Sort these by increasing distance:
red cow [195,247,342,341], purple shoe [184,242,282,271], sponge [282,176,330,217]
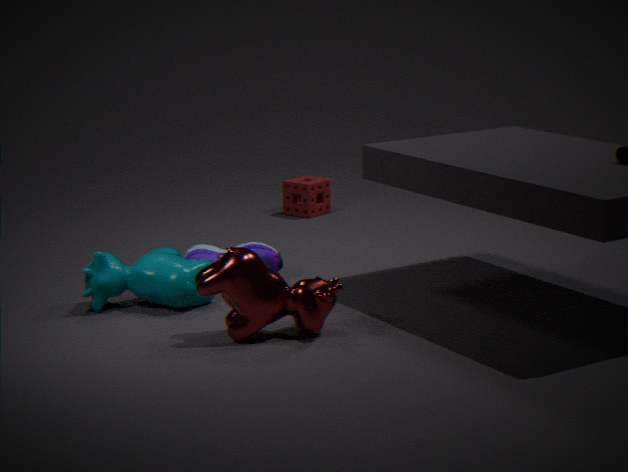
red cow [195,247,342,341], purple shoe [184,242,282,271], sponge [282,176,330,217]
